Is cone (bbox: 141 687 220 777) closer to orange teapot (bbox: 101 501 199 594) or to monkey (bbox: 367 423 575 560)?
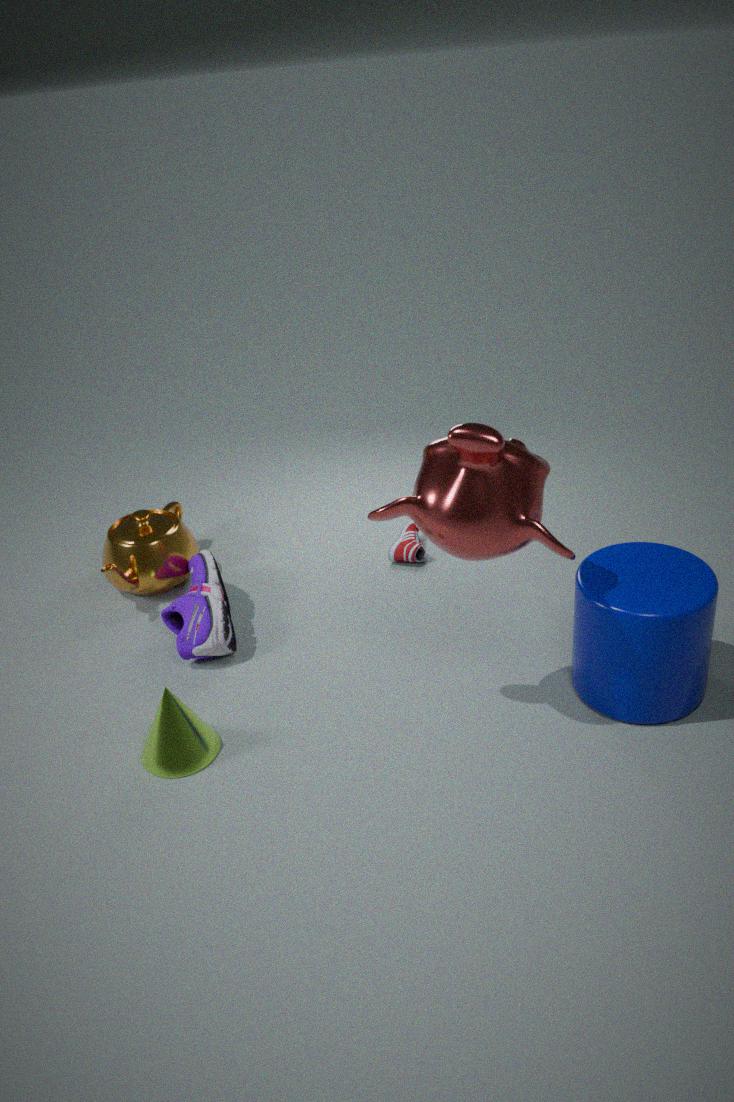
orange teapot (bbox: 101 501 199 594)
